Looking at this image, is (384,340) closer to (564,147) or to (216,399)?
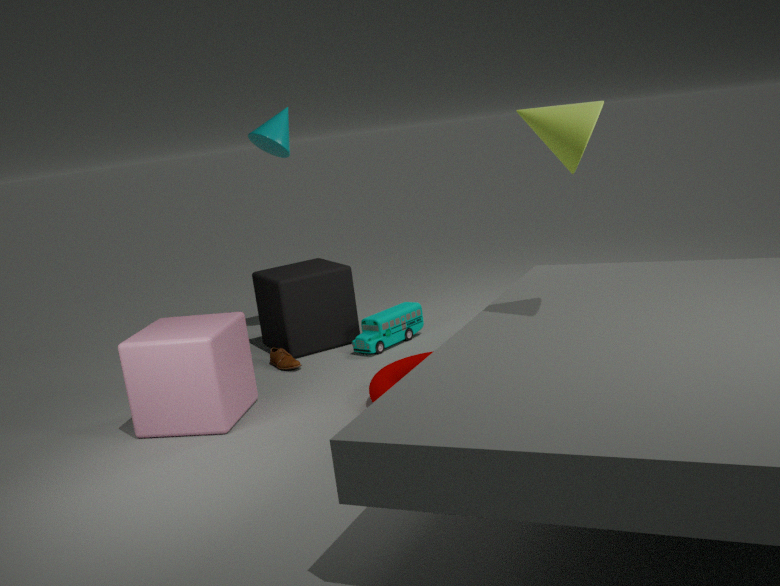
(216,399)
